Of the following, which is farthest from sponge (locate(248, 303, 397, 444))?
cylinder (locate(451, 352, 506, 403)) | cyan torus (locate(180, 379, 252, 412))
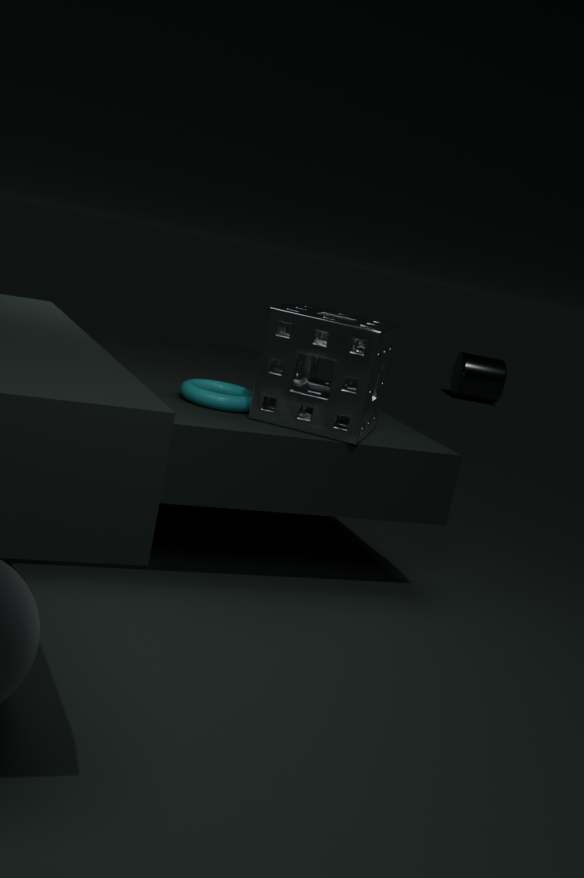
cylinder (locate(451, 352, 506, 403))
